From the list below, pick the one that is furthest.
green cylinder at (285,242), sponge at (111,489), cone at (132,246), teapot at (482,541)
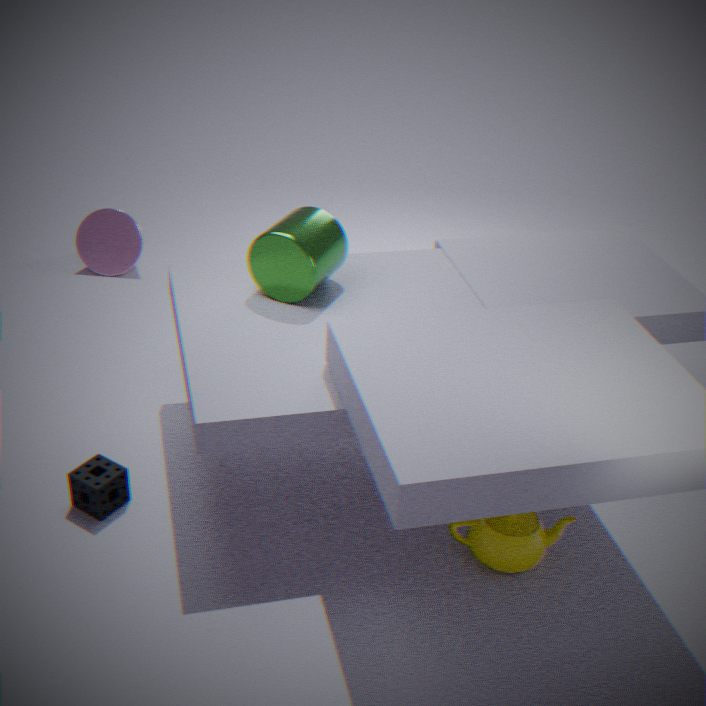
cone at (132,246)
